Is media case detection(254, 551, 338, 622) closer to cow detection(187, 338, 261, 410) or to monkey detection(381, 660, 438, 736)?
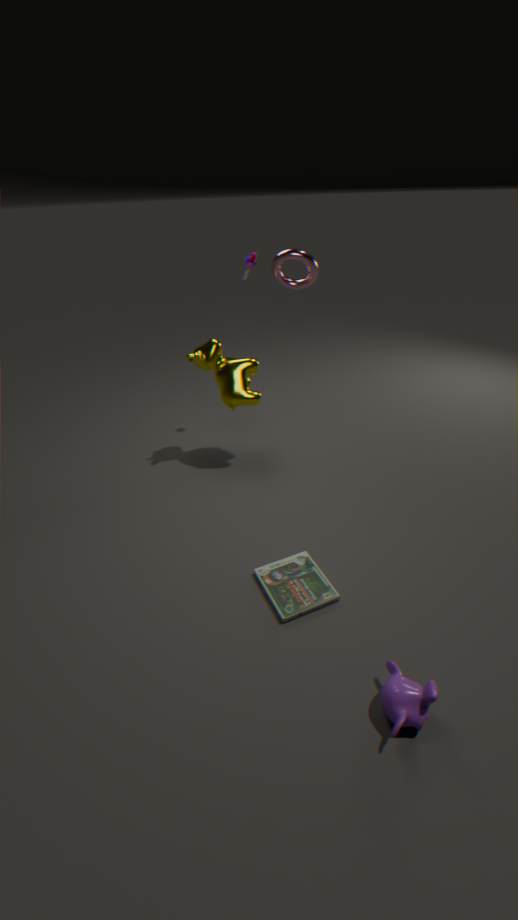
monkey detection(381, 660, 438, 736)
